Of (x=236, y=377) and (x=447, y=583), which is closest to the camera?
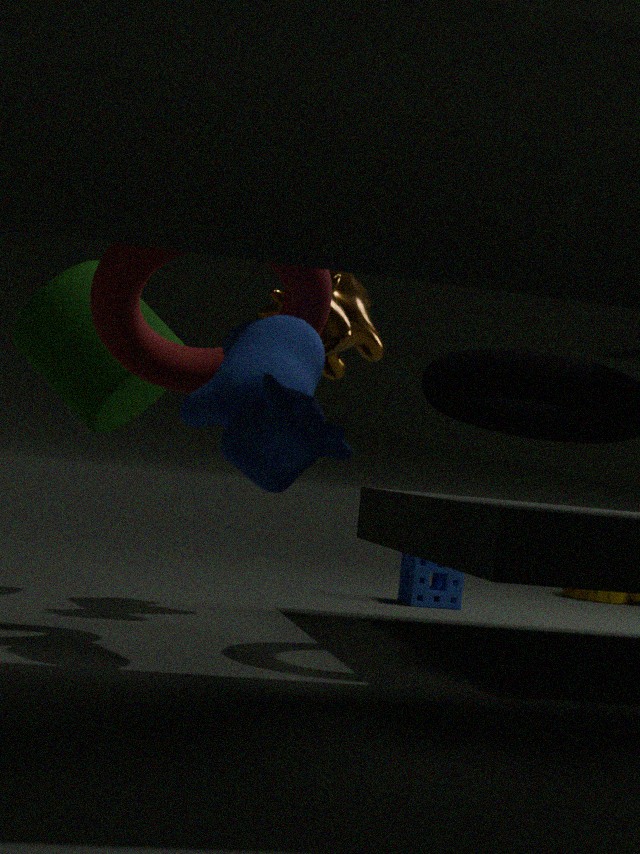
(x=236, y=377)
